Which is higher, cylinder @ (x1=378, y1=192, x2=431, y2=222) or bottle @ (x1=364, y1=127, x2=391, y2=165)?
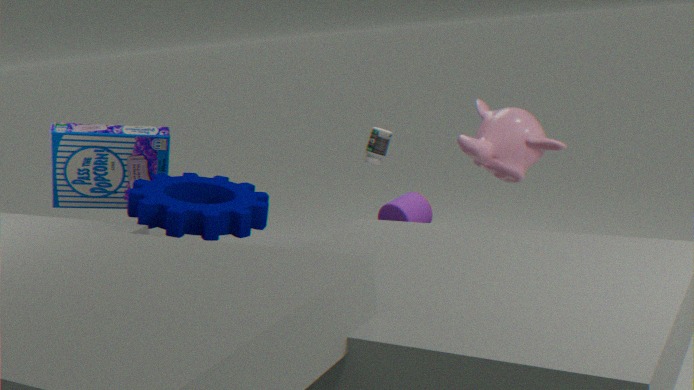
bottle @ (x1=364, y1=127, x2=391, y2=165)
